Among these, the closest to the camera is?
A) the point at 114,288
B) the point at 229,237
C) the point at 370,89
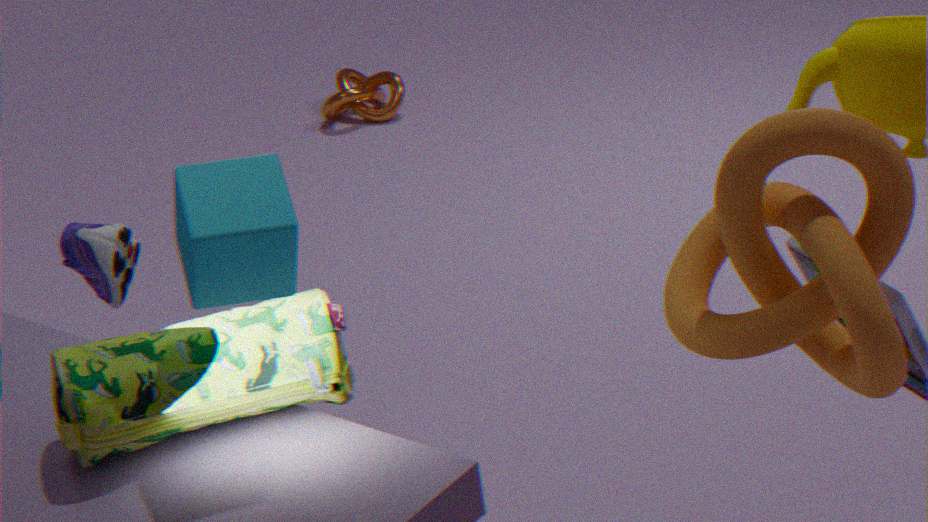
the point at 229,237
